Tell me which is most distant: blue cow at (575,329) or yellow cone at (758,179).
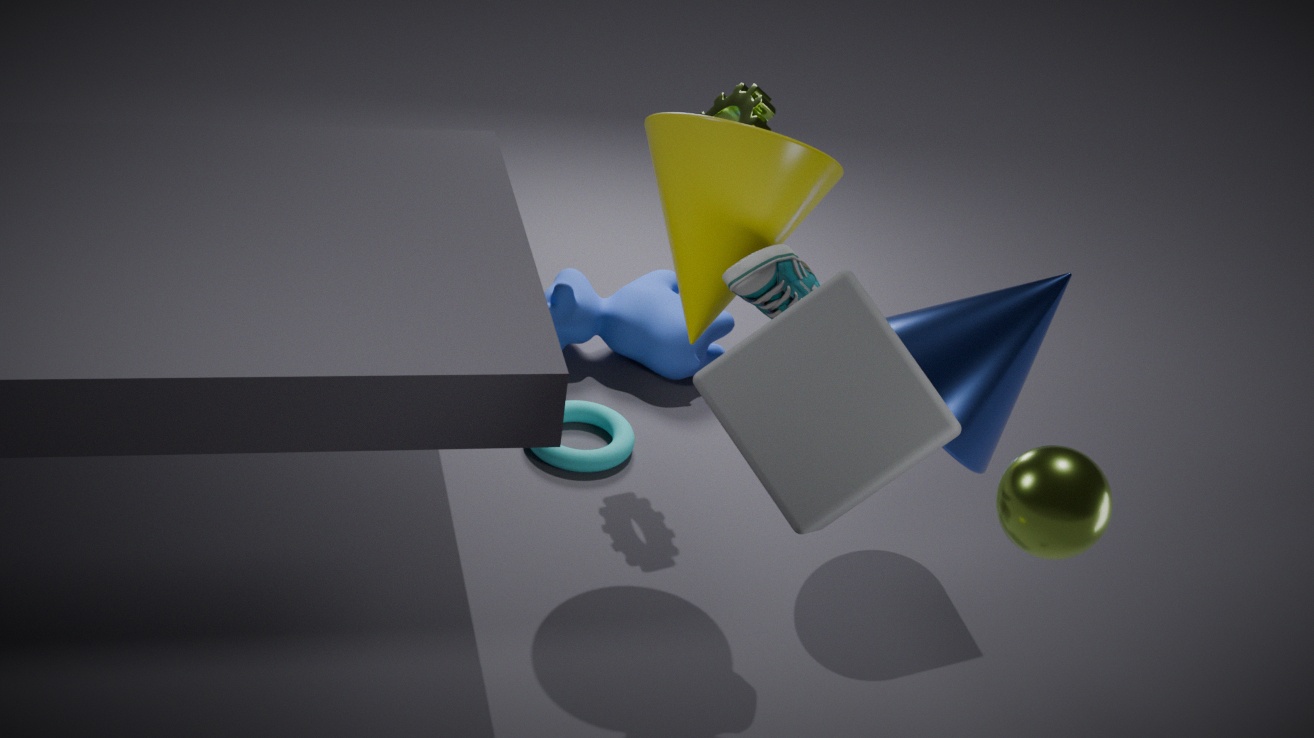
blue cow at (575,329)
